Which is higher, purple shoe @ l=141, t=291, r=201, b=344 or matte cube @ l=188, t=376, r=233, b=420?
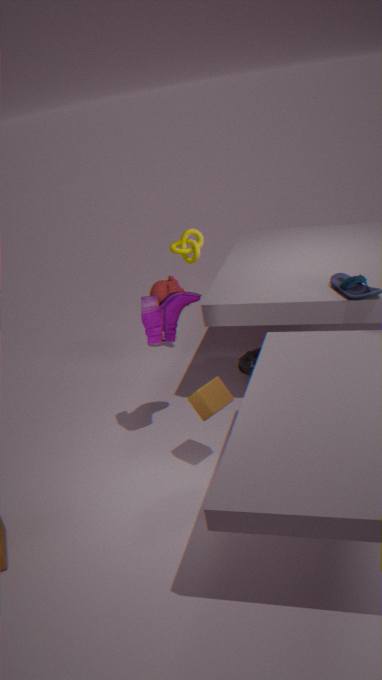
purple shoe @ l=141, t=291, r=201, b=344
